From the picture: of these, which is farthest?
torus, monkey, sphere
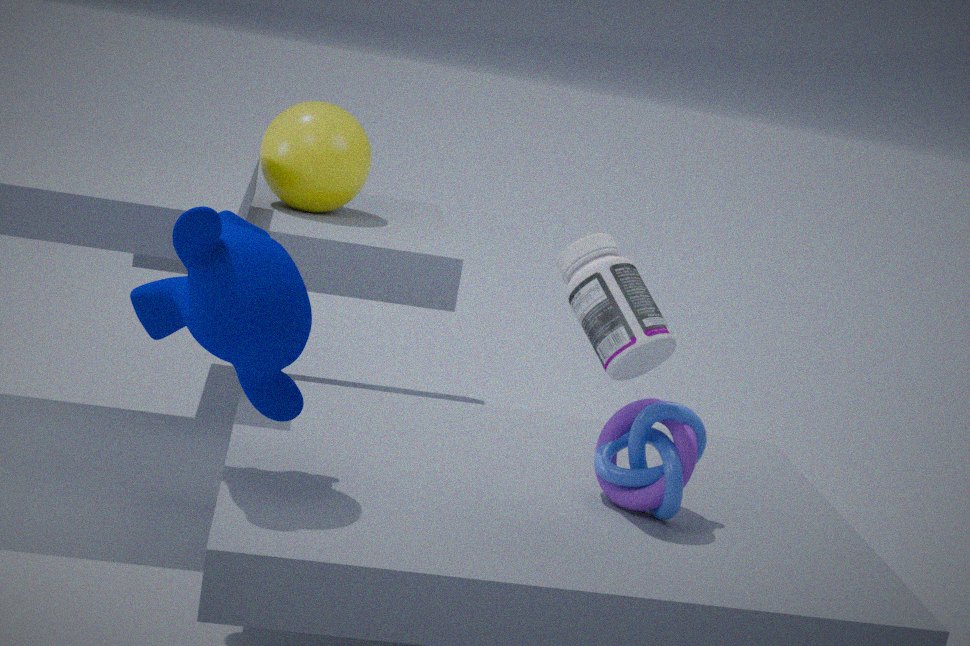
sphere
